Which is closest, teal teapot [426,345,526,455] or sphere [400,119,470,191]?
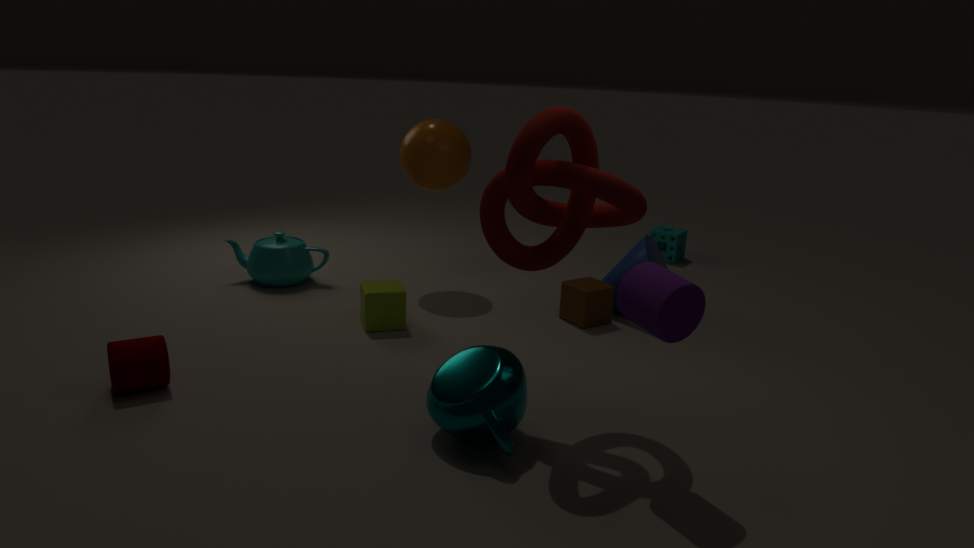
teal teapot [426,345,526,455]
